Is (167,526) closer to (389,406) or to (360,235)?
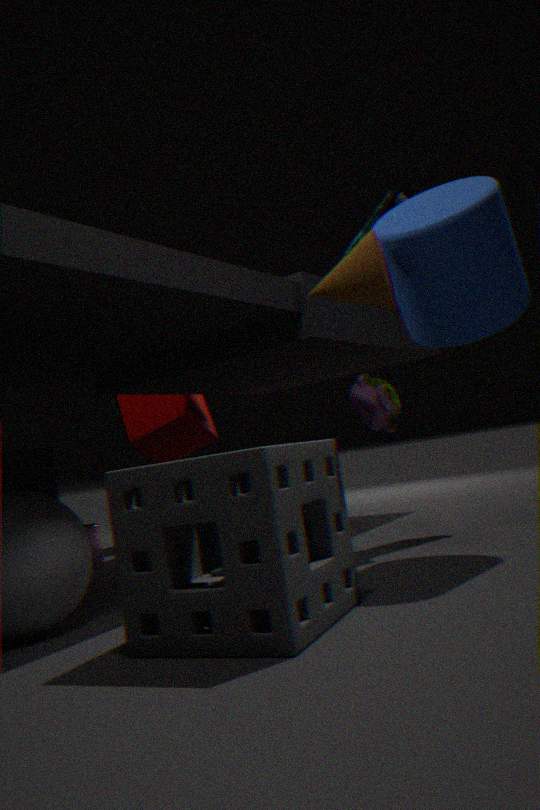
(389,406)
